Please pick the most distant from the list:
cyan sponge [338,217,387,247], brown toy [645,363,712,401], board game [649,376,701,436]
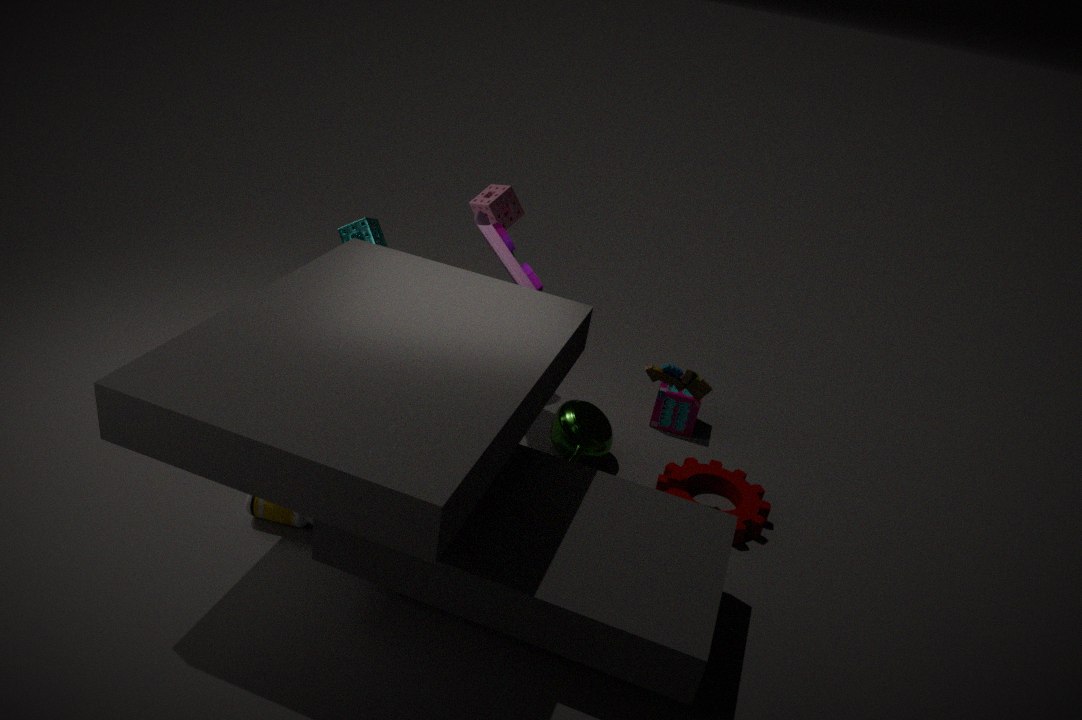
cyan sponge [338,217,387,247]
